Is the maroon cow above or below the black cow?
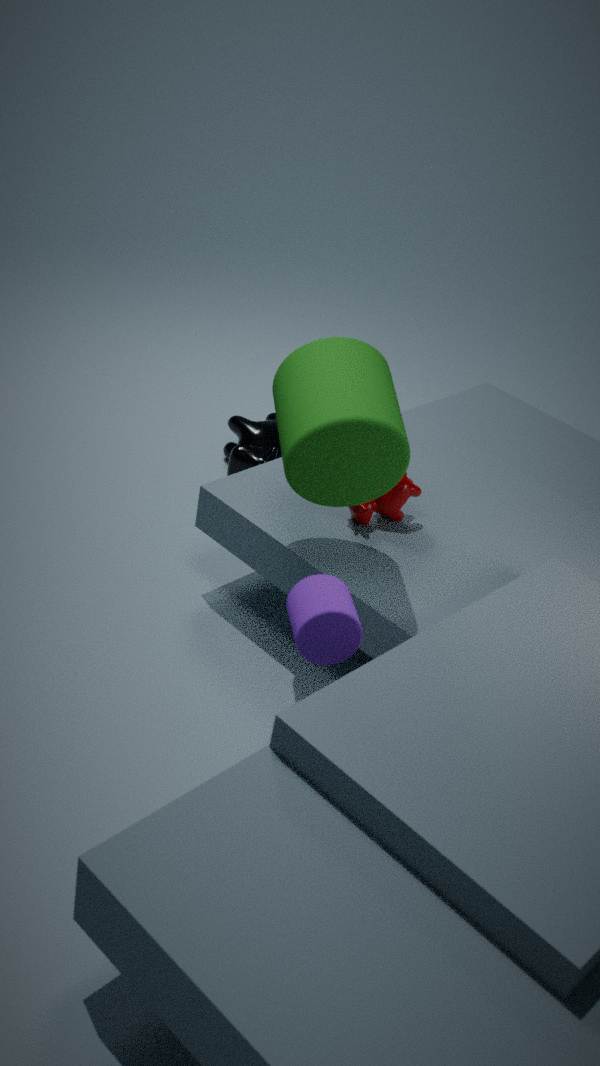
above
